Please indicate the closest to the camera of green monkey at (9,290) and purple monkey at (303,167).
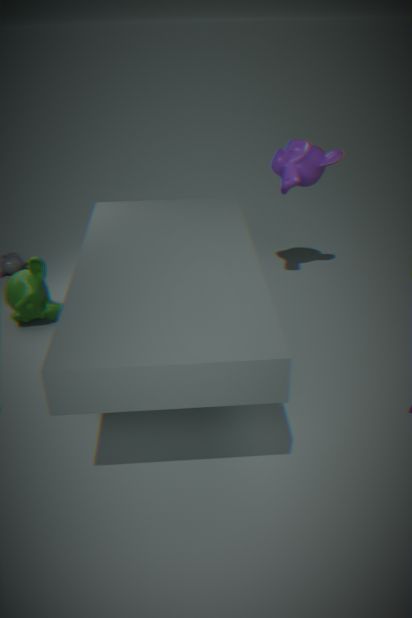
green monkey at (9,290)
